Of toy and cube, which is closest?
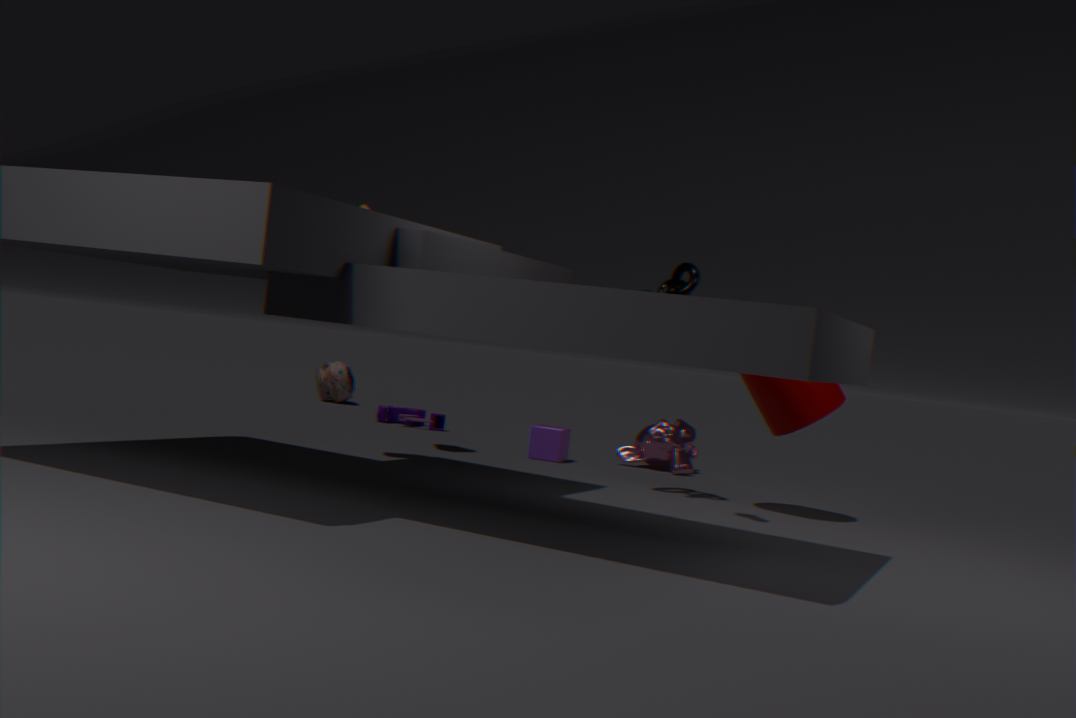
cube
